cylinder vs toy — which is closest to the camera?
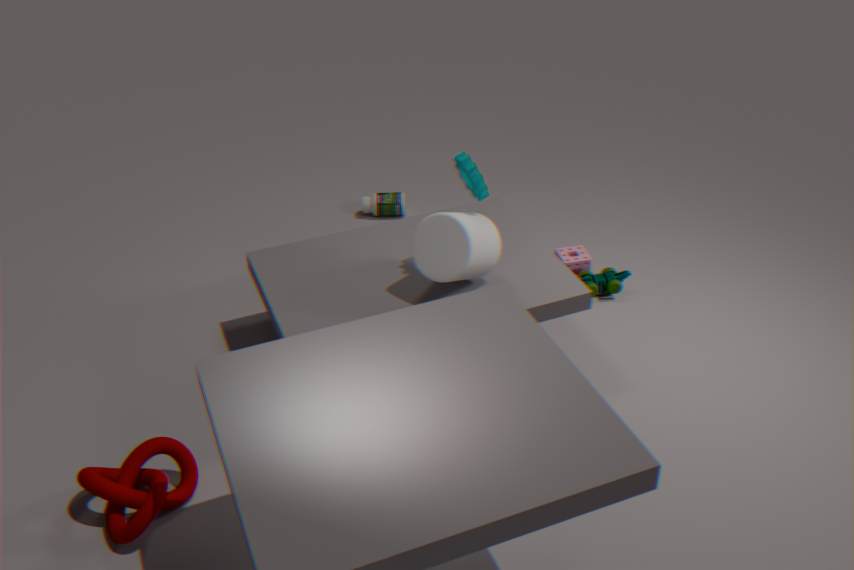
cylinder
